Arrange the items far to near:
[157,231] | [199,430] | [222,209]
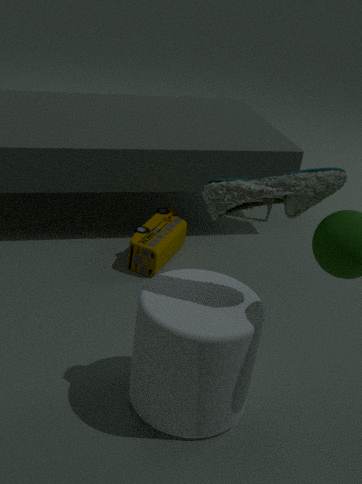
1. [157,231]
2. [199,430]
3. [222,209]
